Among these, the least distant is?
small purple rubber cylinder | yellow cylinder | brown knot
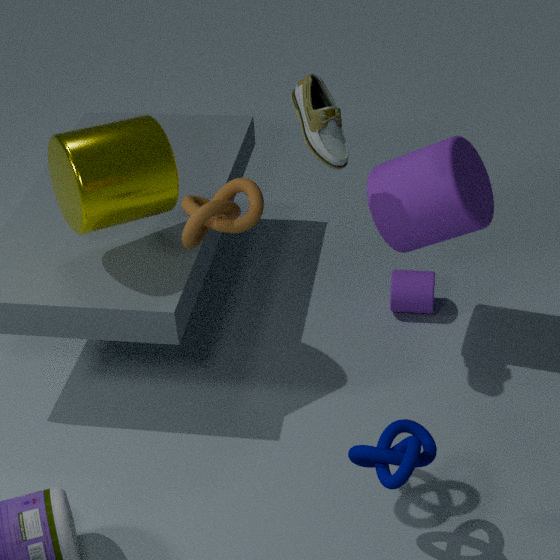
brown knot
